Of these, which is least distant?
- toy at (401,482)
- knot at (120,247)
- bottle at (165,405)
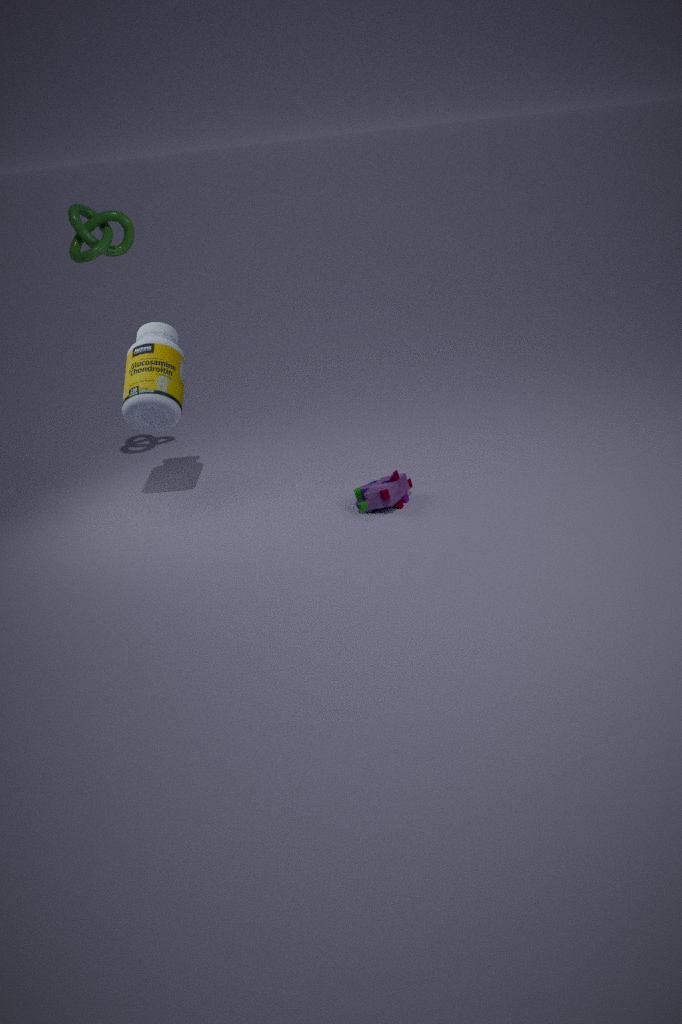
toy at (401,482)
